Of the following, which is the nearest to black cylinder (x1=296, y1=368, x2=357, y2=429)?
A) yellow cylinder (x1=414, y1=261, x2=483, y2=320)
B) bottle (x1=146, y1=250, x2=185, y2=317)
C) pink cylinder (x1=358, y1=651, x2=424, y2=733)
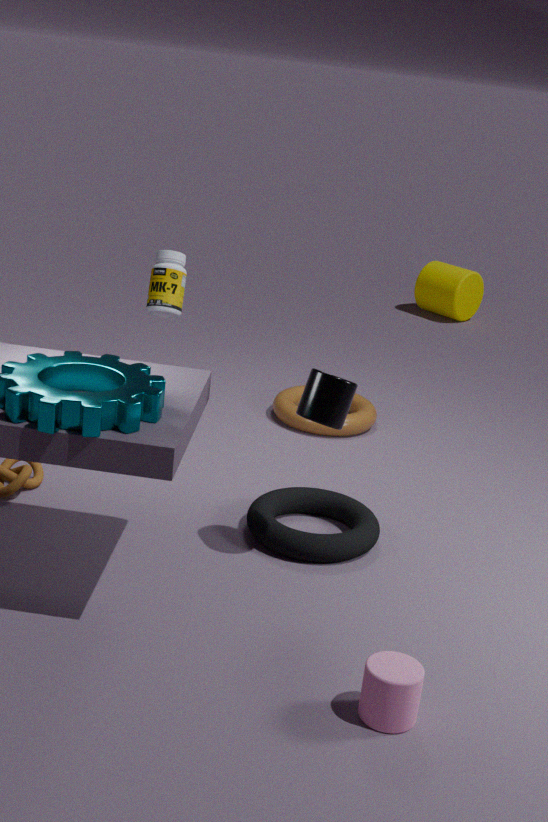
pink cylinder (x1=358, y1=651, x2=424, y2=733)
